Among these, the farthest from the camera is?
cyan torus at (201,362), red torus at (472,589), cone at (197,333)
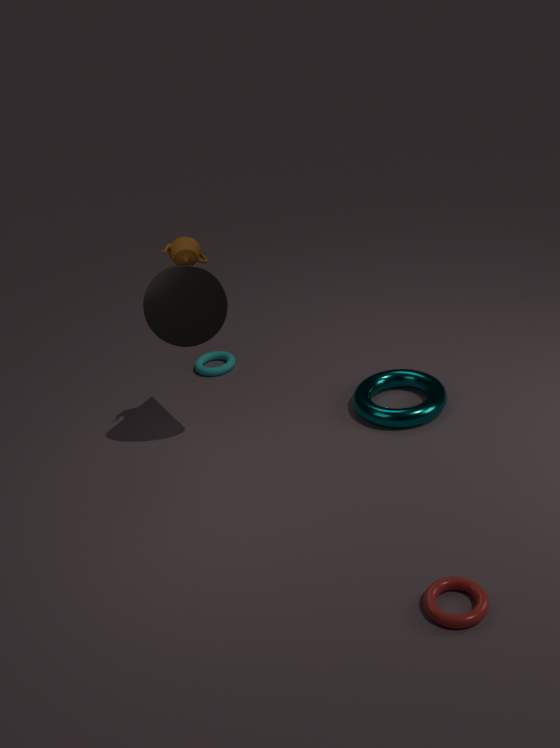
cyan torus at (201,362)
